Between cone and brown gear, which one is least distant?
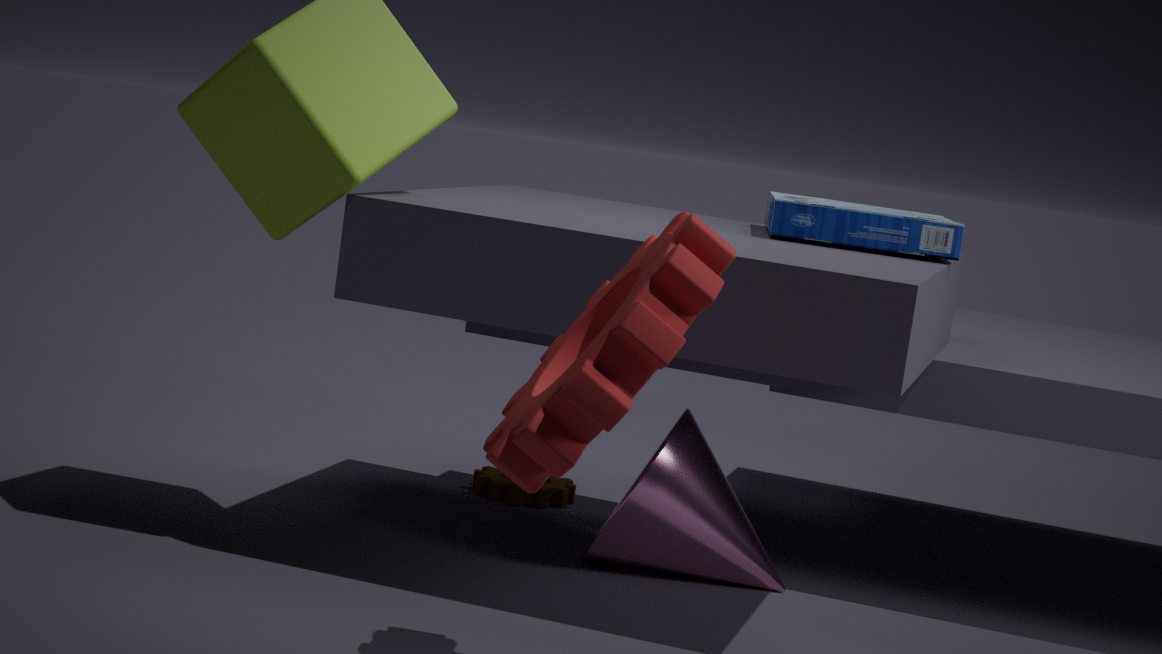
cone
